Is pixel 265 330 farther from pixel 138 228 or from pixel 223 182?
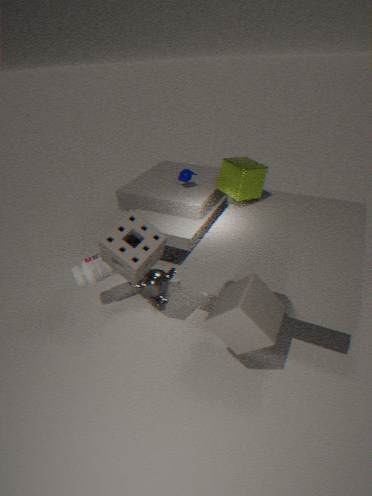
pixel 223 182
